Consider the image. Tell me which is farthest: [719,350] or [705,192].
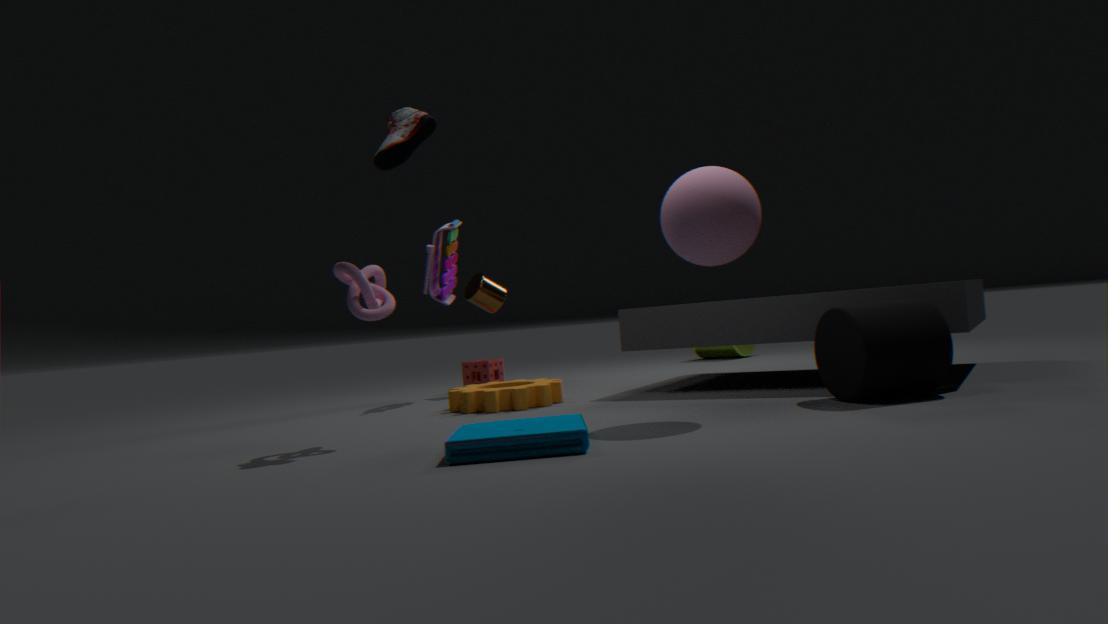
[719,350]
